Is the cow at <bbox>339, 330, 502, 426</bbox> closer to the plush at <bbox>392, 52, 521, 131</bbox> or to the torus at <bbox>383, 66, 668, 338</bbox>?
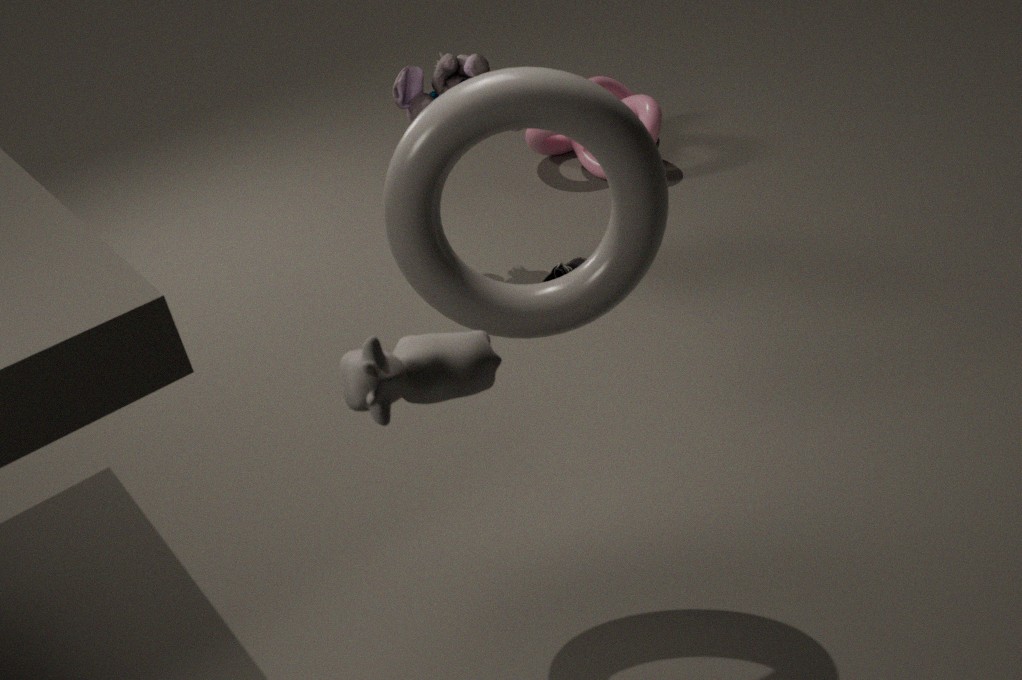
the torus at <bbox>383, 66, 668, 338</bbox>
